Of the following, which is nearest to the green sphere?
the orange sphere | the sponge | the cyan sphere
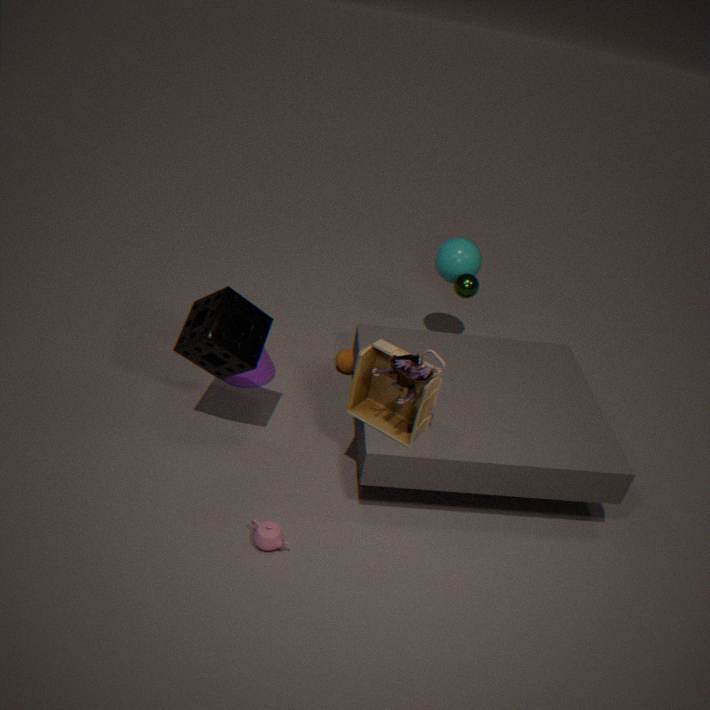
the cyan sphere
